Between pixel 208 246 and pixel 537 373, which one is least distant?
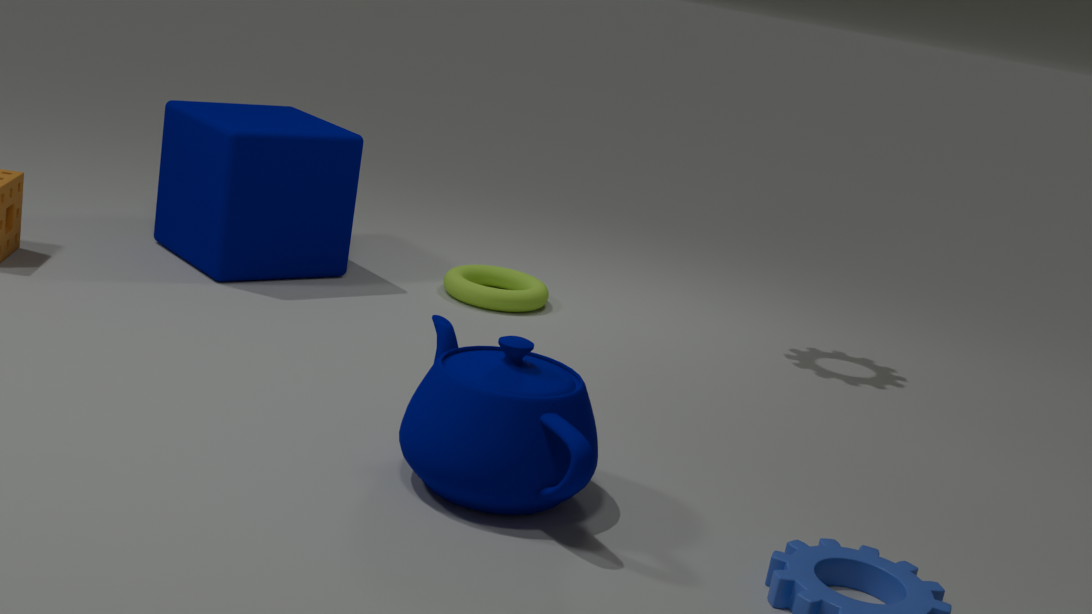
pixel 537 373
